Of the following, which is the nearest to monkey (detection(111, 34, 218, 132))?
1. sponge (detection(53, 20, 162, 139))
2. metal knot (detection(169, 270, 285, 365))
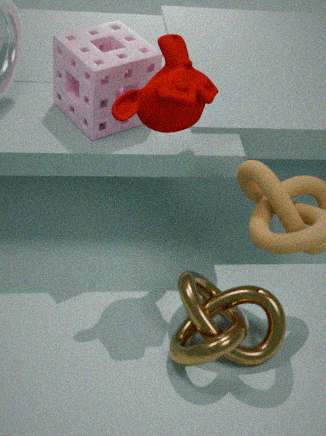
sponge (detection(53, 20, 162, 139))
